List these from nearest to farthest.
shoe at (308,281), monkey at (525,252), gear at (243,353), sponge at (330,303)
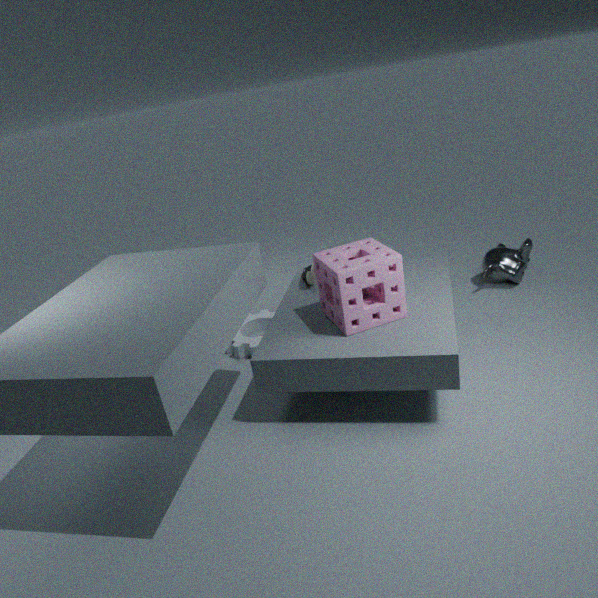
sponge at (330,303), shoe at (308,281), gear at (243,353), monkey at (525,252)
